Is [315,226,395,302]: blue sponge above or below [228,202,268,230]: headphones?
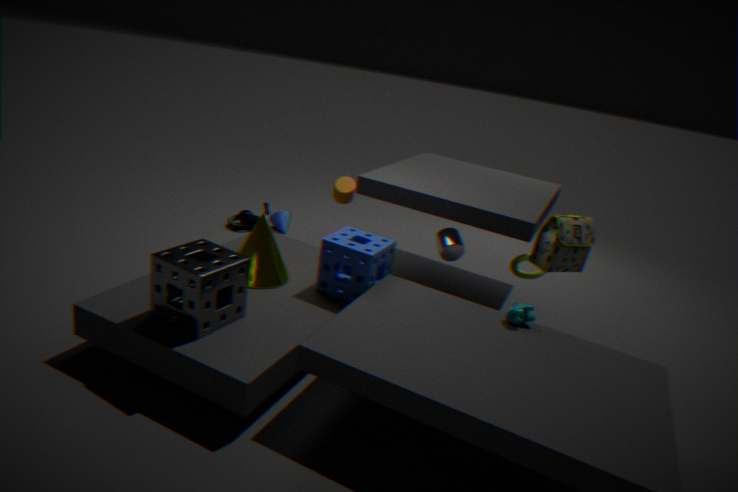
above
